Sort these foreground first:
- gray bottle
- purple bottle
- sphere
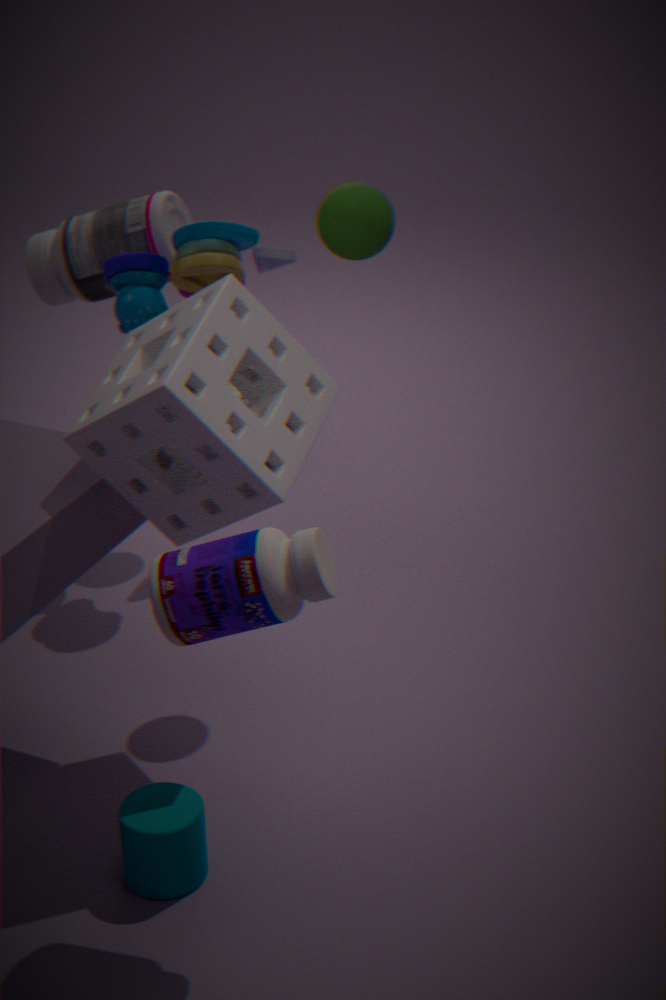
purple bottle
sphere
gray bottle
